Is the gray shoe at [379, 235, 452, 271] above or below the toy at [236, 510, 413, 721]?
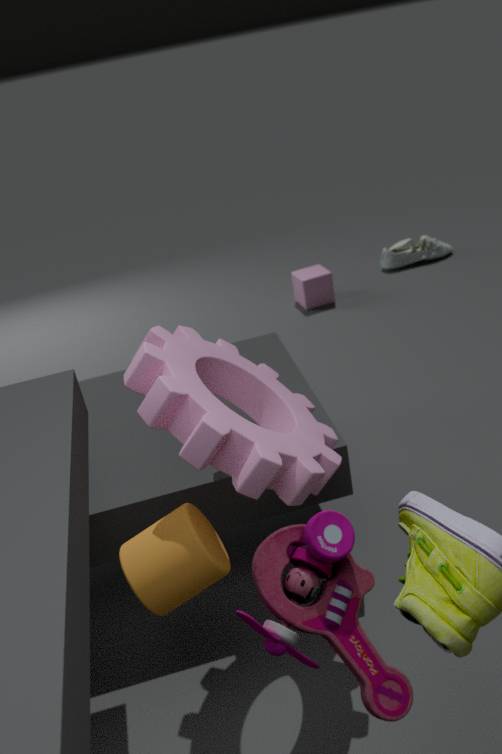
below
